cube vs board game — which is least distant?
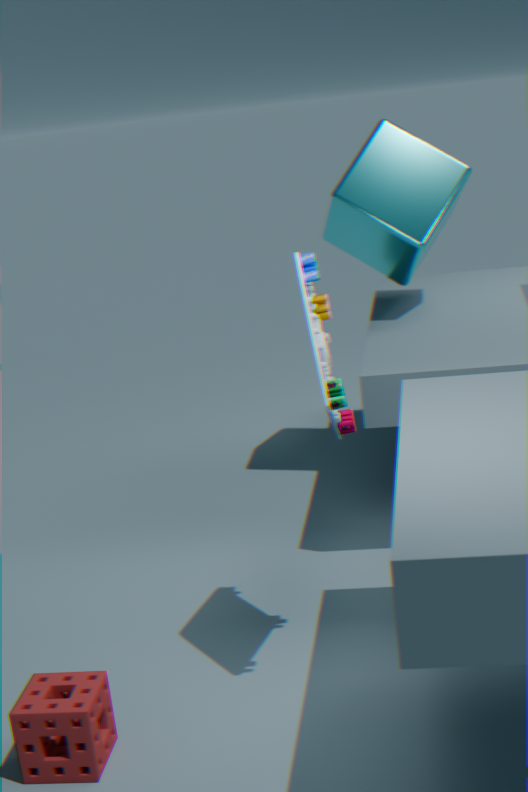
board game
